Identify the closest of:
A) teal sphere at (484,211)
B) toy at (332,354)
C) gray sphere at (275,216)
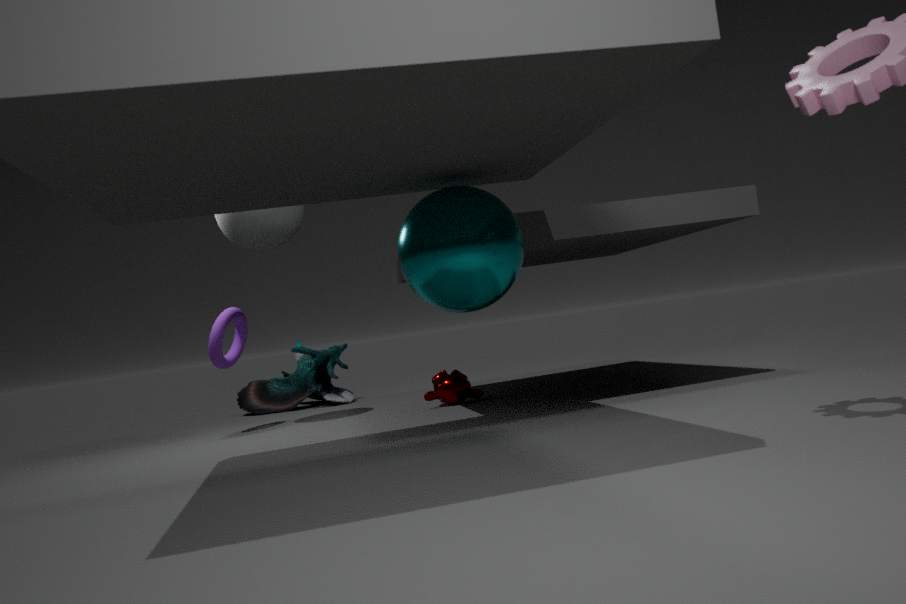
teal sphere at (484,211)
